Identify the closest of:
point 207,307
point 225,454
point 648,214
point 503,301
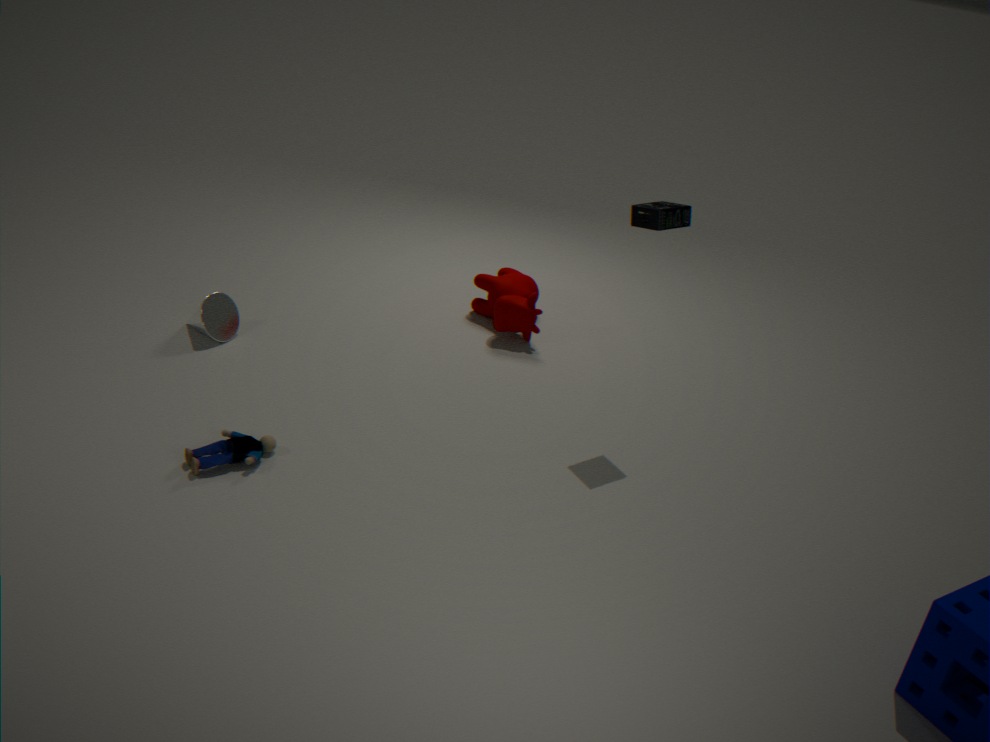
point 225,454
